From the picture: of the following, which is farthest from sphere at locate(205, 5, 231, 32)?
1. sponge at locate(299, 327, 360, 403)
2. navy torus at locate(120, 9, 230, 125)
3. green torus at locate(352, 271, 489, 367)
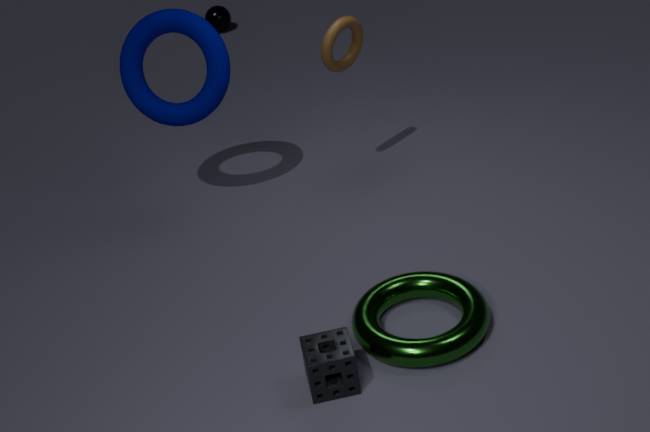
sponge at locate(299, 327, 360, 403)
